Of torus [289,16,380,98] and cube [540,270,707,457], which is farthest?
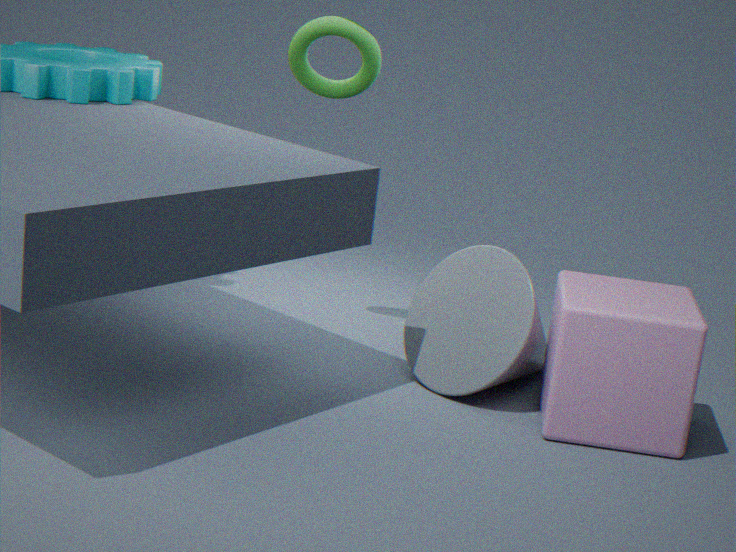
torus [289,16,380,98]
